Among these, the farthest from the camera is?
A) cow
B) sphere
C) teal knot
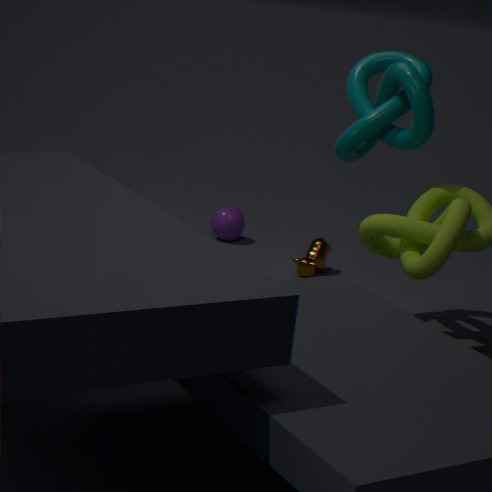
sphere
